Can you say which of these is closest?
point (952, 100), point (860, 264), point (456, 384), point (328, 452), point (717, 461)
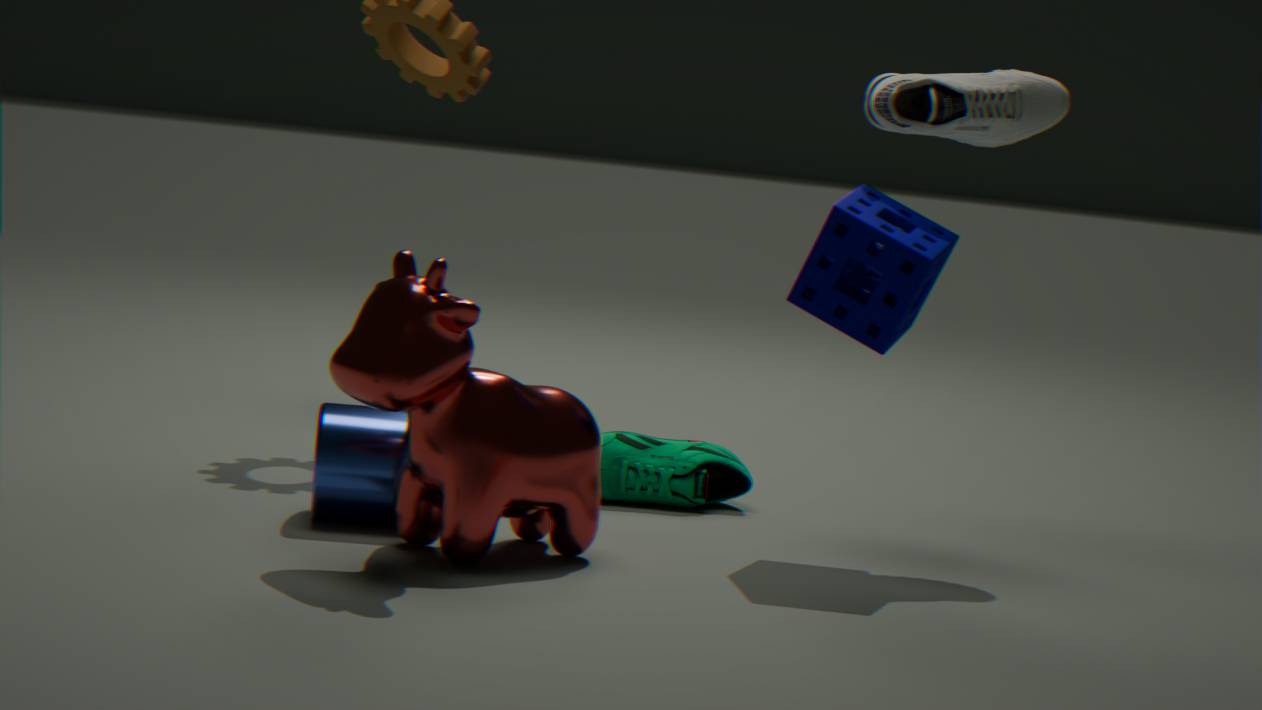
point (456, 384)
